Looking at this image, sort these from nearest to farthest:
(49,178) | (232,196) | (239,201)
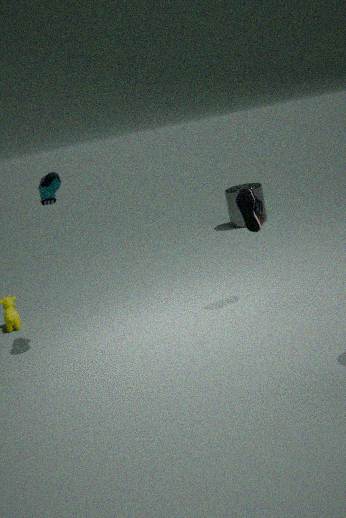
(49,178) → (239,201) → (232,196)
